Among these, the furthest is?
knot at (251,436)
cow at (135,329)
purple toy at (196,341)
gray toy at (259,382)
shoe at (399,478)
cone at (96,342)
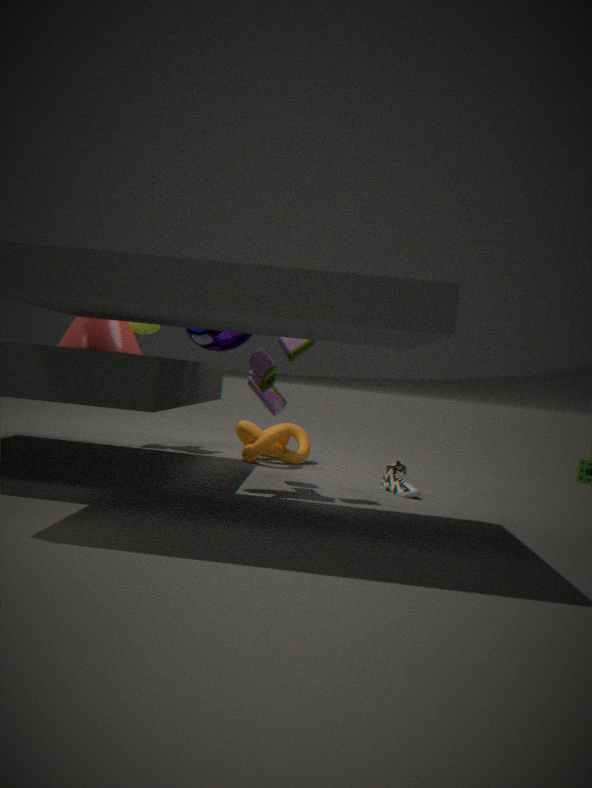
cow at (135,329)
